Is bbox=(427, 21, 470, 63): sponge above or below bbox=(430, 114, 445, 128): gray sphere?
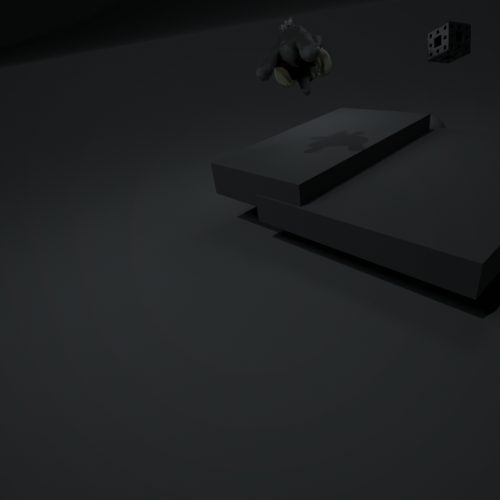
above
